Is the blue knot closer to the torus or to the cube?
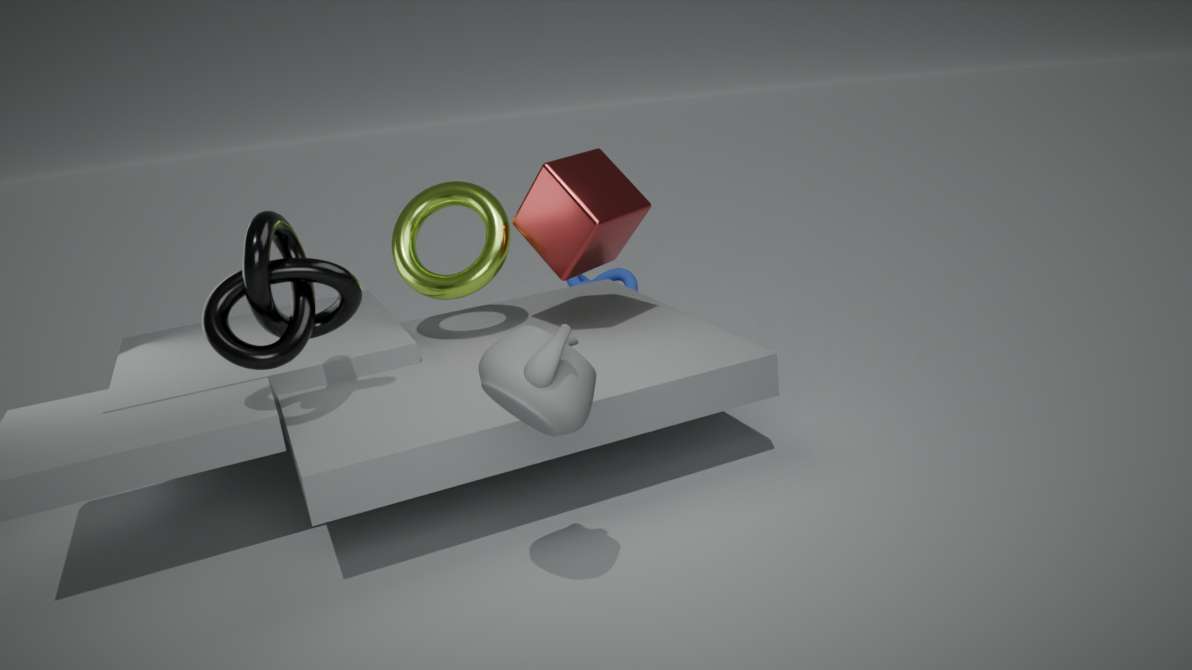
the cube
